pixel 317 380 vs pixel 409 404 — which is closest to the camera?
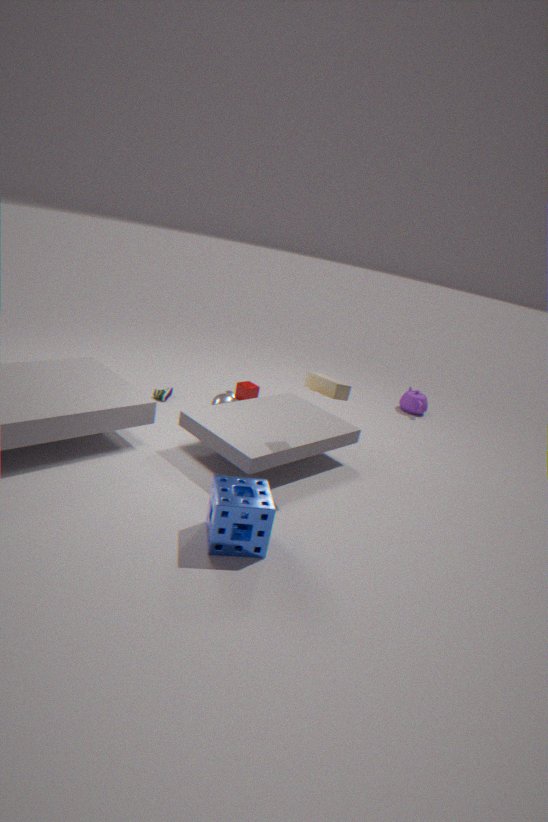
pixel 317 380
